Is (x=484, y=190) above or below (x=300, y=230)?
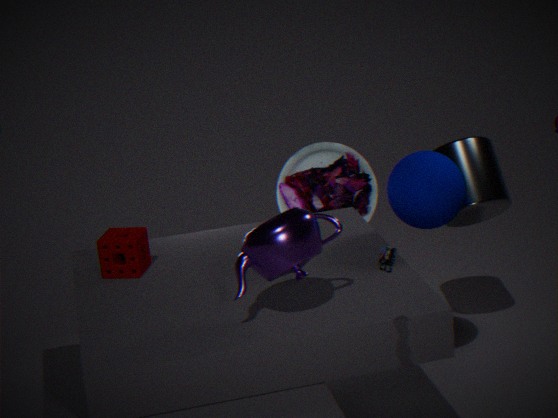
below
